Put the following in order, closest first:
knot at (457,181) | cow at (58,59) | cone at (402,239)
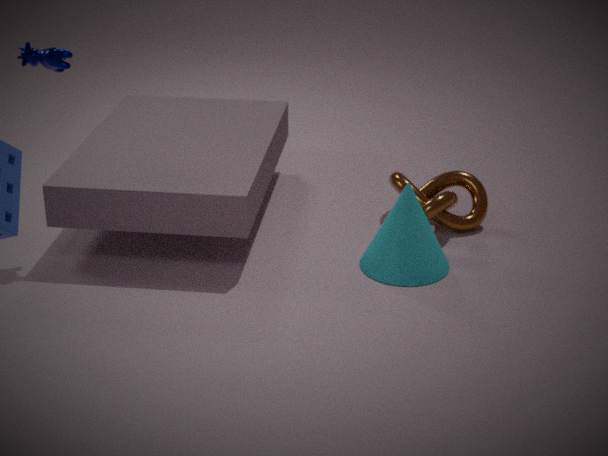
cow at (58,59) < cone at (402,239) < knot at (457,181)
